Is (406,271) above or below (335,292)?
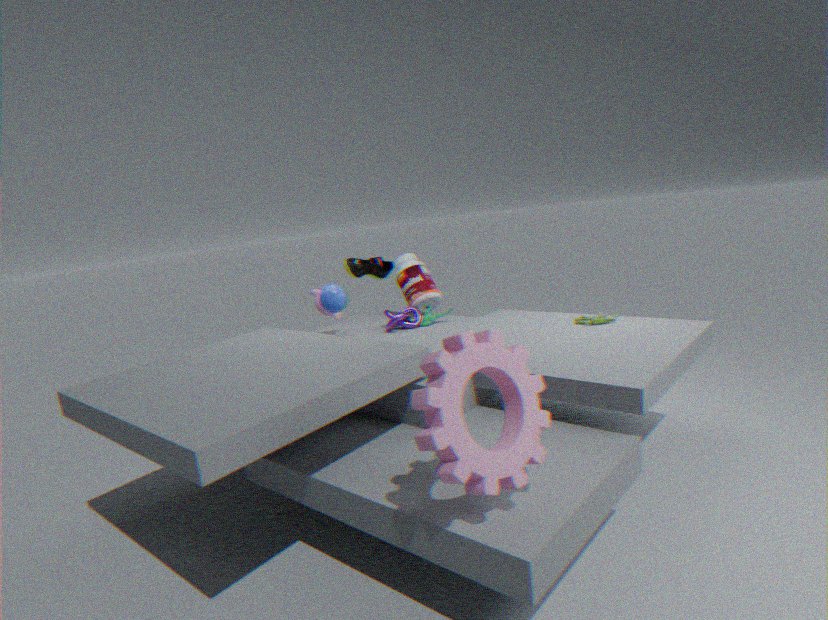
below
